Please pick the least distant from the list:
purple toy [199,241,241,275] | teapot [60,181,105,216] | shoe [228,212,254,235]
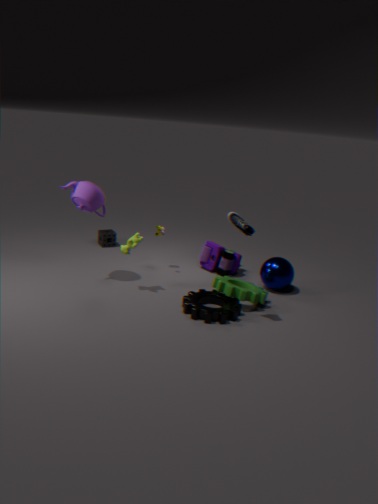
shoe [228,212,254,235]
